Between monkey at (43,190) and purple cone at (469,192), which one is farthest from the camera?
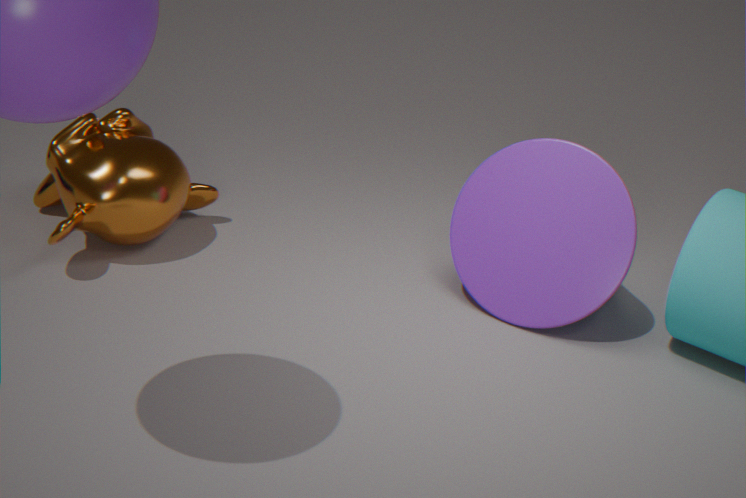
purple cone at (469,192)
